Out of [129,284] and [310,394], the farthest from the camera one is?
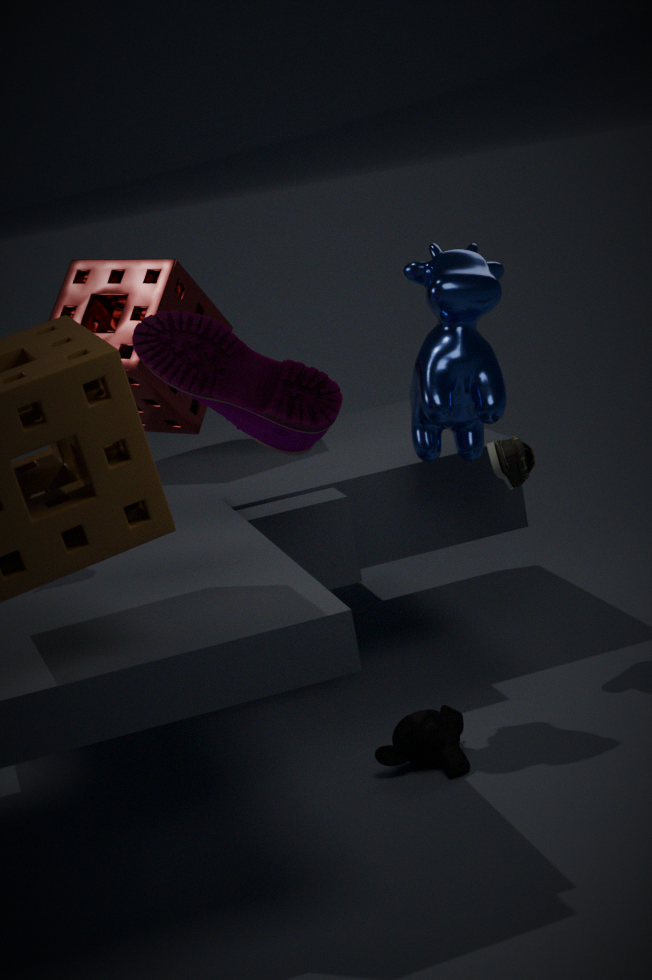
[129,284]
